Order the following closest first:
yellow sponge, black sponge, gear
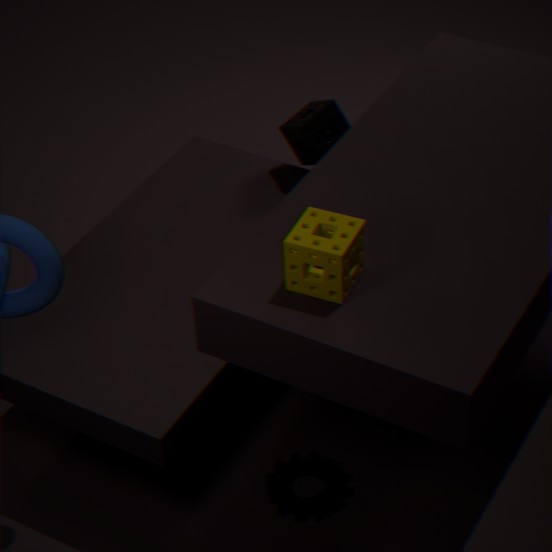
yellow sponge → gear → black sponge
